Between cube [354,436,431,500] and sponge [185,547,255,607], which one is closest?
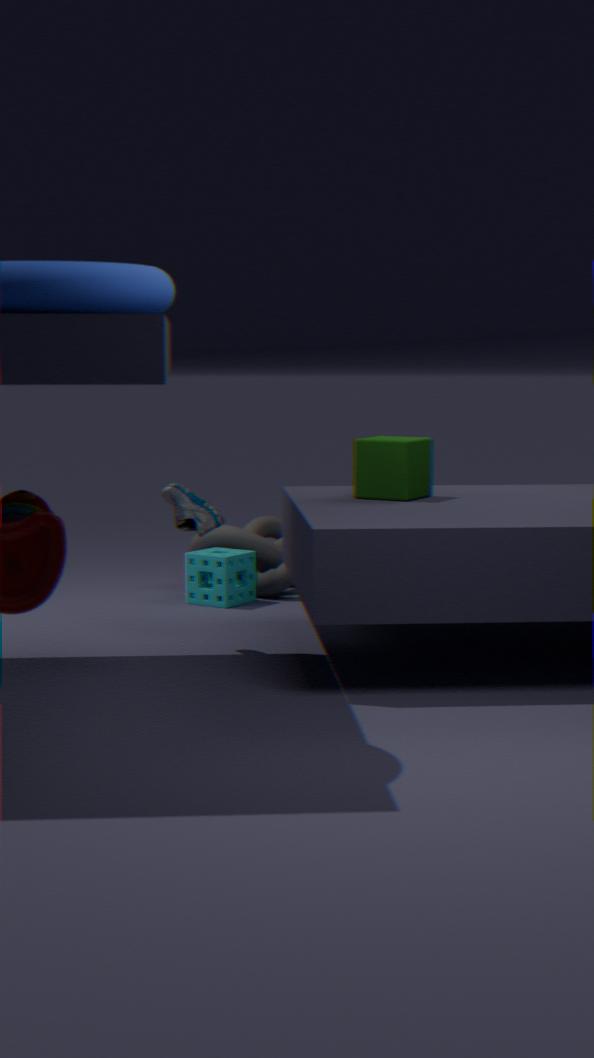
cube [354,436,431,500]
